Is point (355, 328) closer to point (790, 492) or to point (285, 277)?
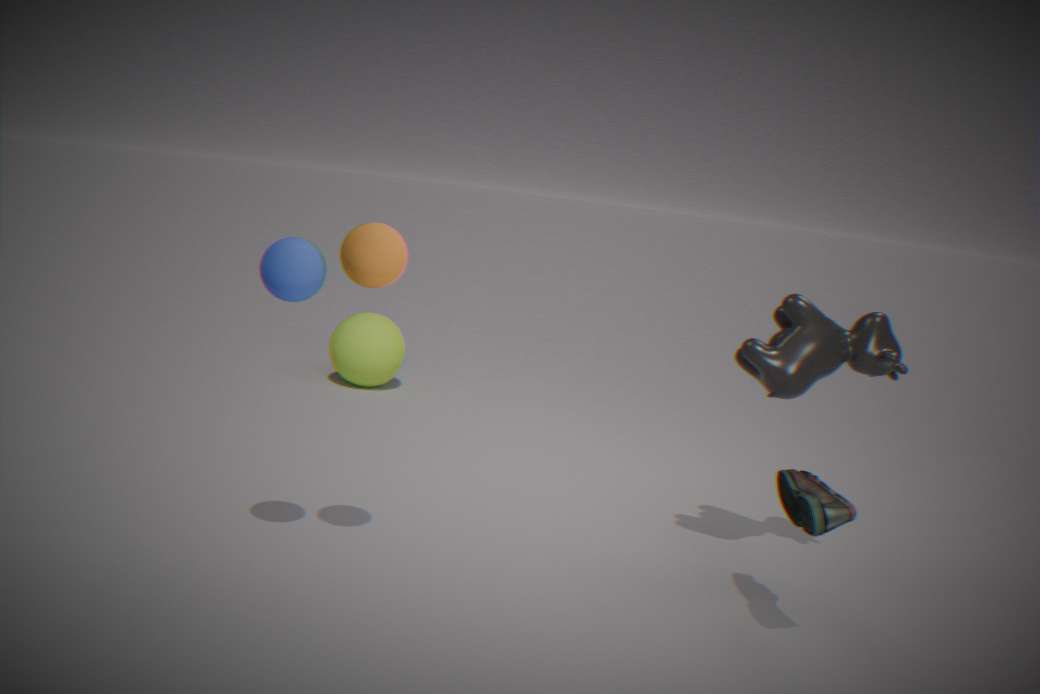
point (285, 277)
